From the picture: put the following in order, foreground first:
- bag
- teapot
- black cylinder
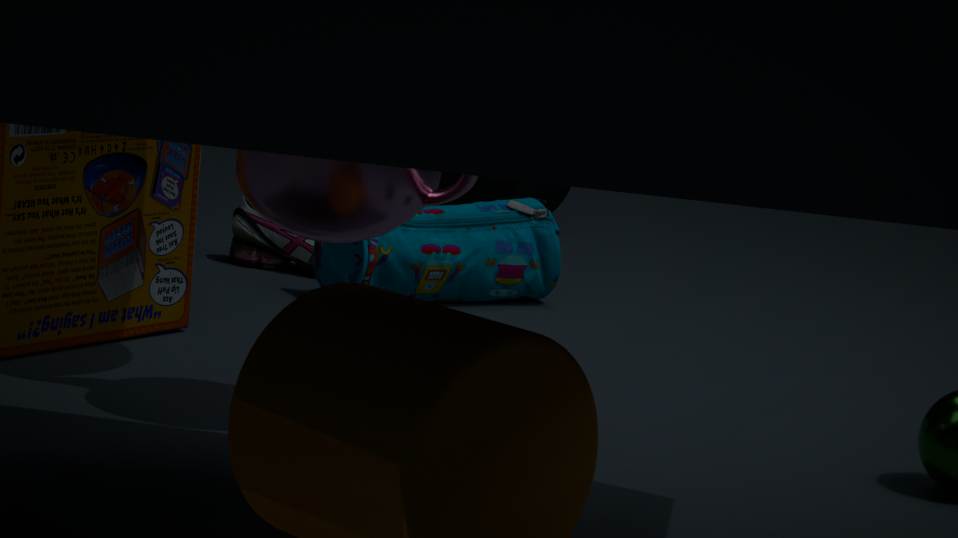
teapot
bag
black cylinder
